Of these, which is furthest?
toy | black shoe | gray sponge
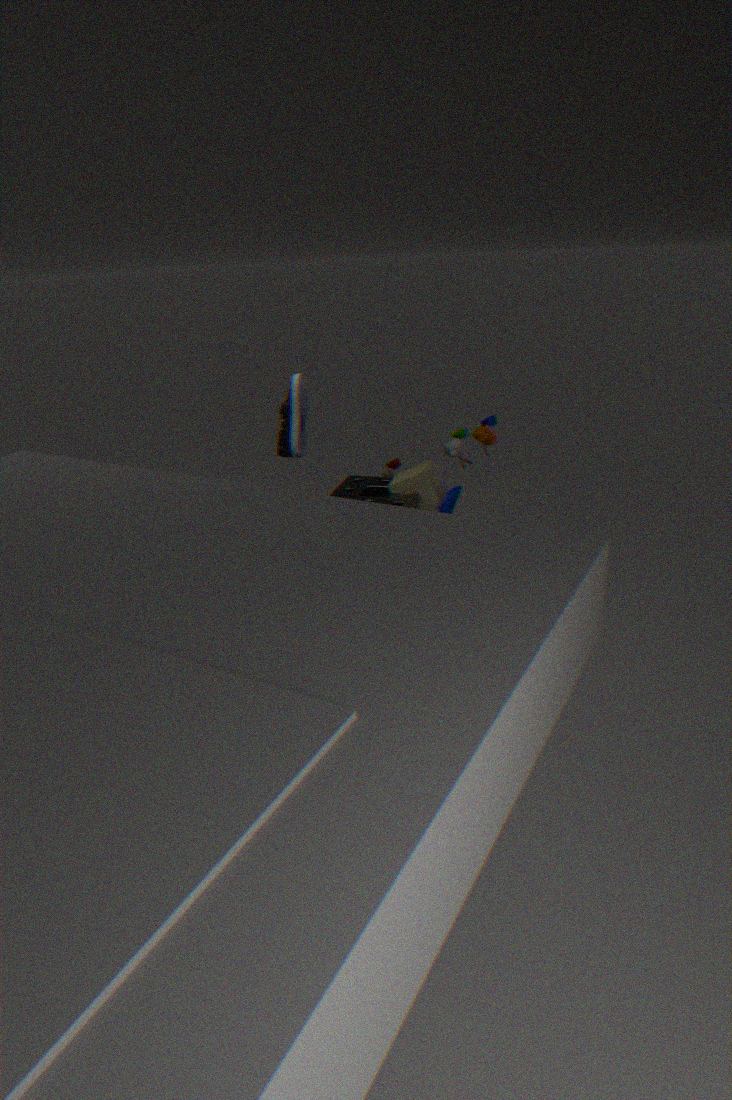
toy
